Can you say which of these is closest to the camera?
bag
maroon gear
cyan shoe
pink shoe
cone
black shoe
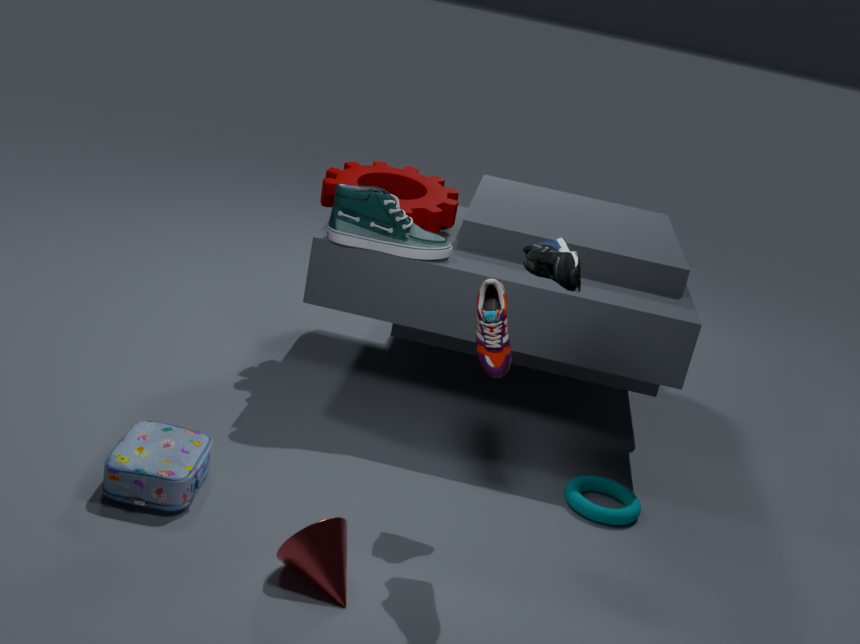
black shoe
